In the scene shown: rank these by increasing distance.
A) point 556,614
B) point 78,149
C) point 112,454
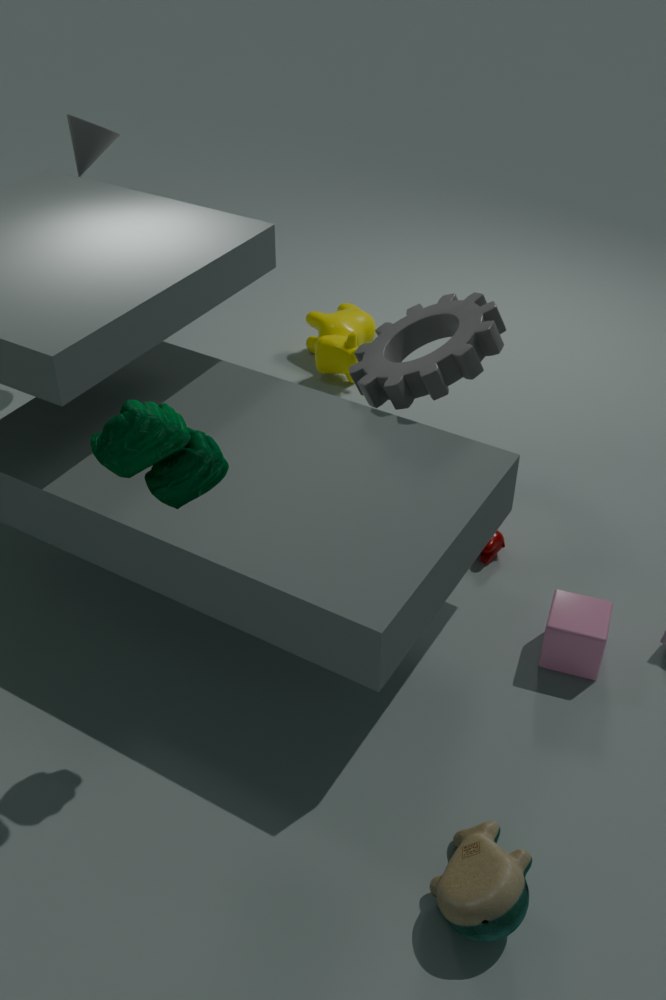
point 112,454 < point 556,614 < point 78,149
